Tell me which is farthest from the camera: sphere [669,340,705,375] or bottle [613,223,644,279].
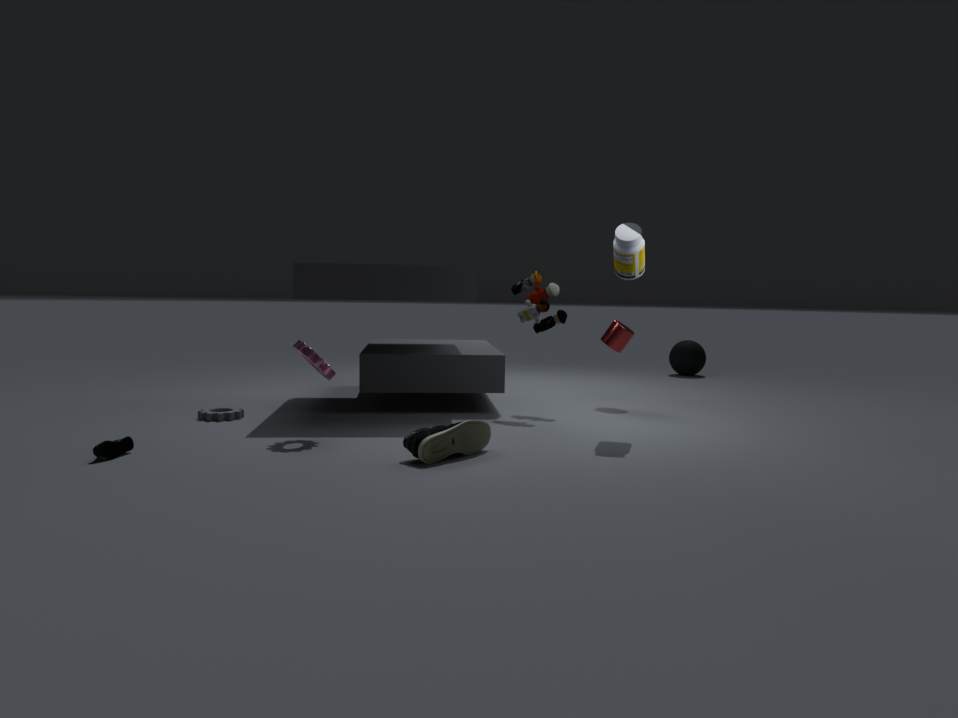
sphere [669,340,705,375]
